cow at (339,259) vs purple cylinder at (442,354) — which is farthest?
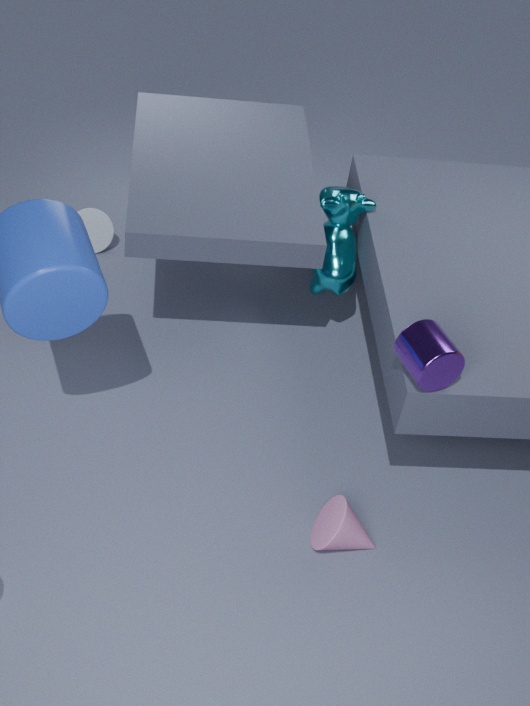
cow at (339,259)
